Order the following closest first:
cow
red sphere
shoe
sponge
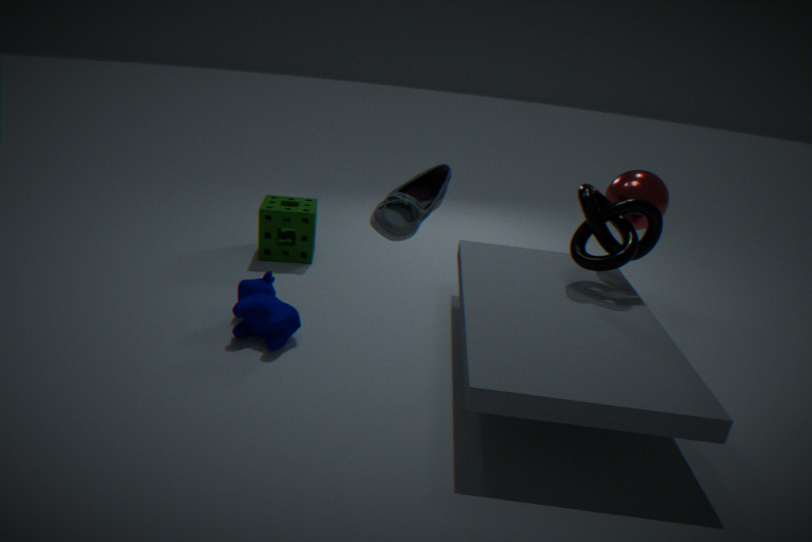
1. shoe
2. cow
3. red sphere
4. sponge
